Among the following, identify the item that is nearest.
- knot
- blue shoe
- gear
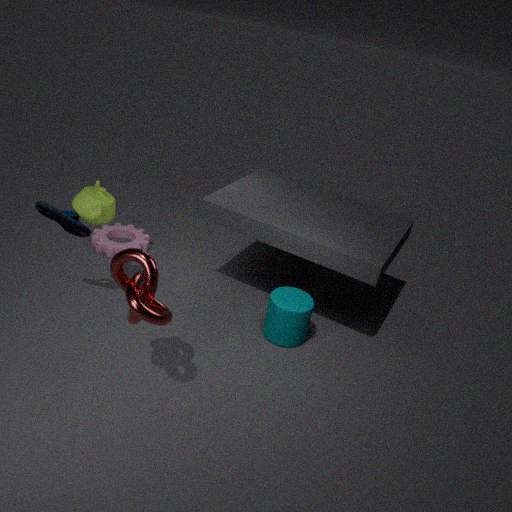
knot
